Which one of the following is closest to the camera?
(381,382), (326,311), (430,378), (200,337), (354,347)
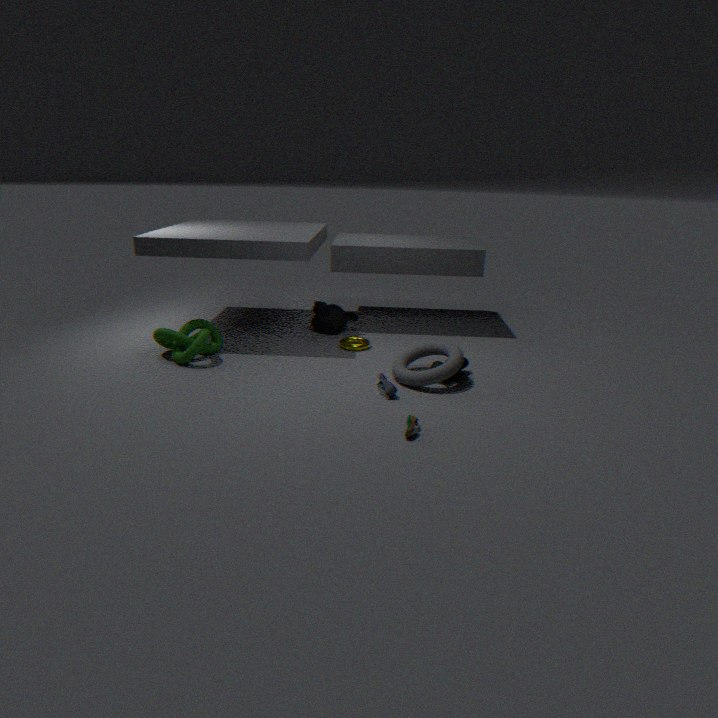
(430,378)
